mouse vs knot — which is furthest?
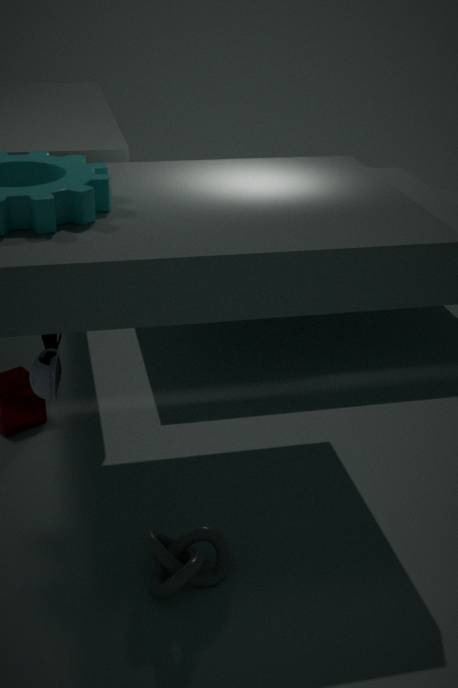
knot
